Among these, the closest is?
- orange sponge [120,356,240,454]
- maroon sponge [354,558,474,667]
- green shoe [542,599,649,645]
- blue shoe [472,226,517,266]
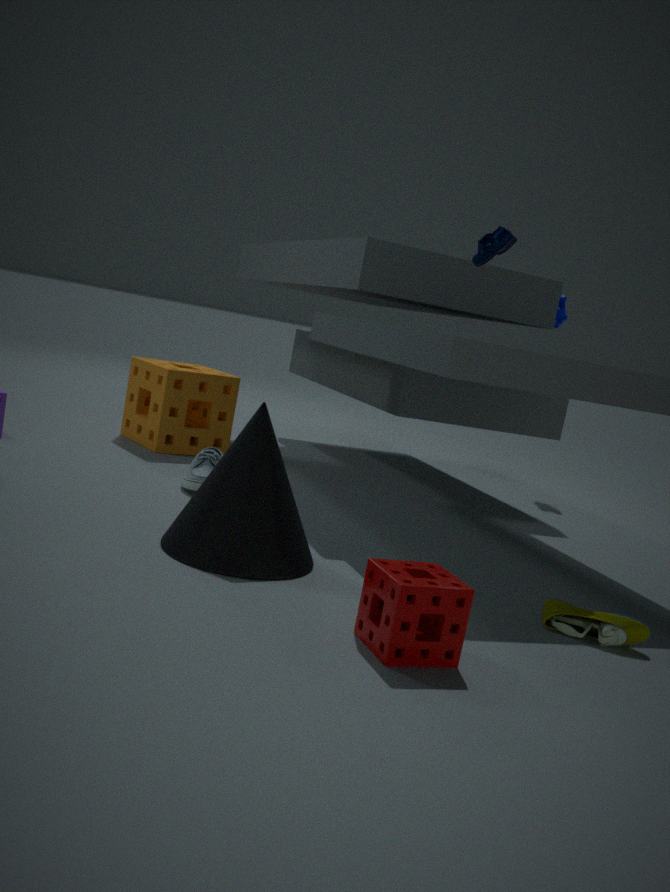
maroon sponge [354,558,474,667]
